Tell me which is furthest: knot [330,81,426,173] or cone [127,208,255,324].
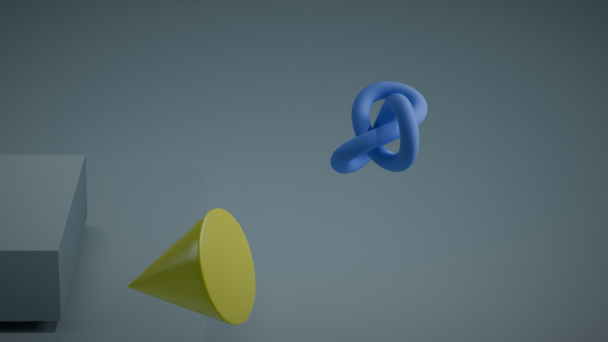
knot [330,81,426,173]
